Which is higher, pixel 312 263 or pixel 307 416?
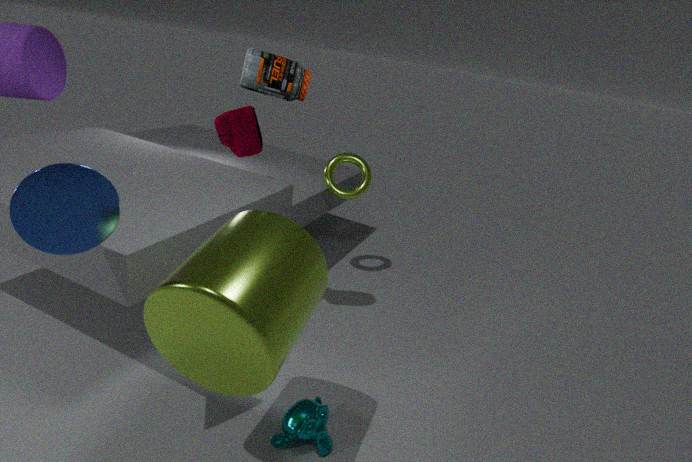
pixel 312 263
